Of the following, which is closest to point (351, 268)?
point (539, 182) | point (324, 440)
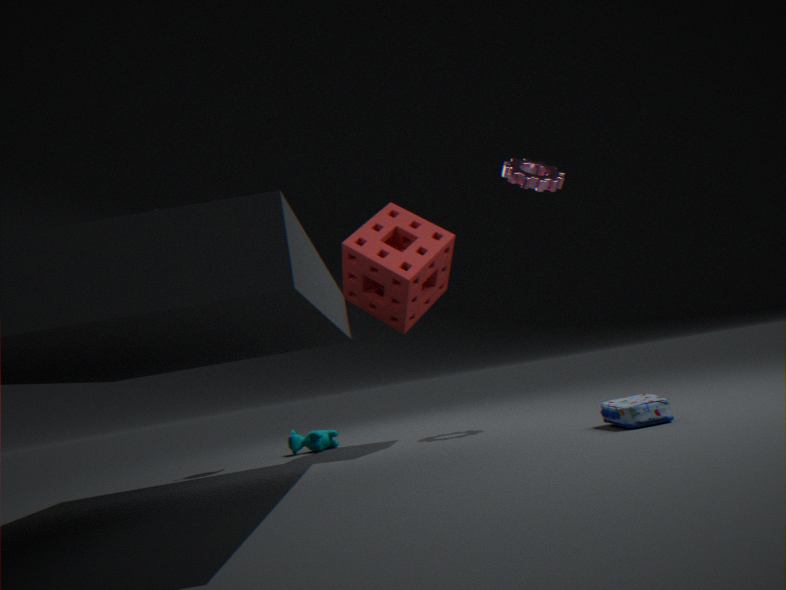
point (539, 182)
